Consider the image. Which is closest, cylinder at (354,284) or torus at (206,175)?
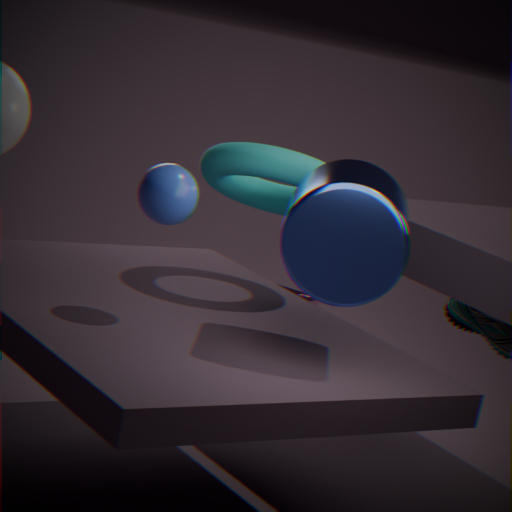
cylinder at (354,284)
